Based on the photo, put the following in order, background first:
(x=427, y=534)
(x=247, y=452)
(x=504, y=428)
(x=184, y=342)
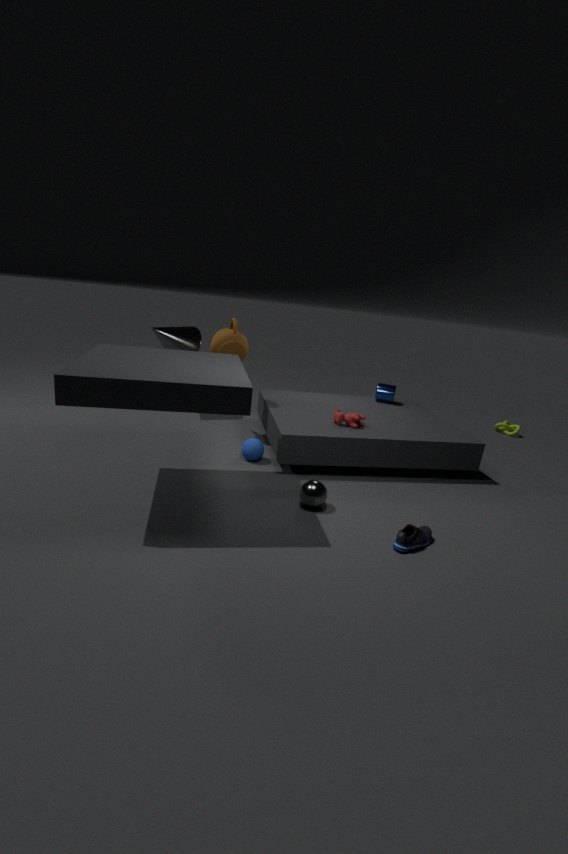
(x=504, y=428) < (x=184, y=342) < (x=247, y=452) < (x=427, y=534)
